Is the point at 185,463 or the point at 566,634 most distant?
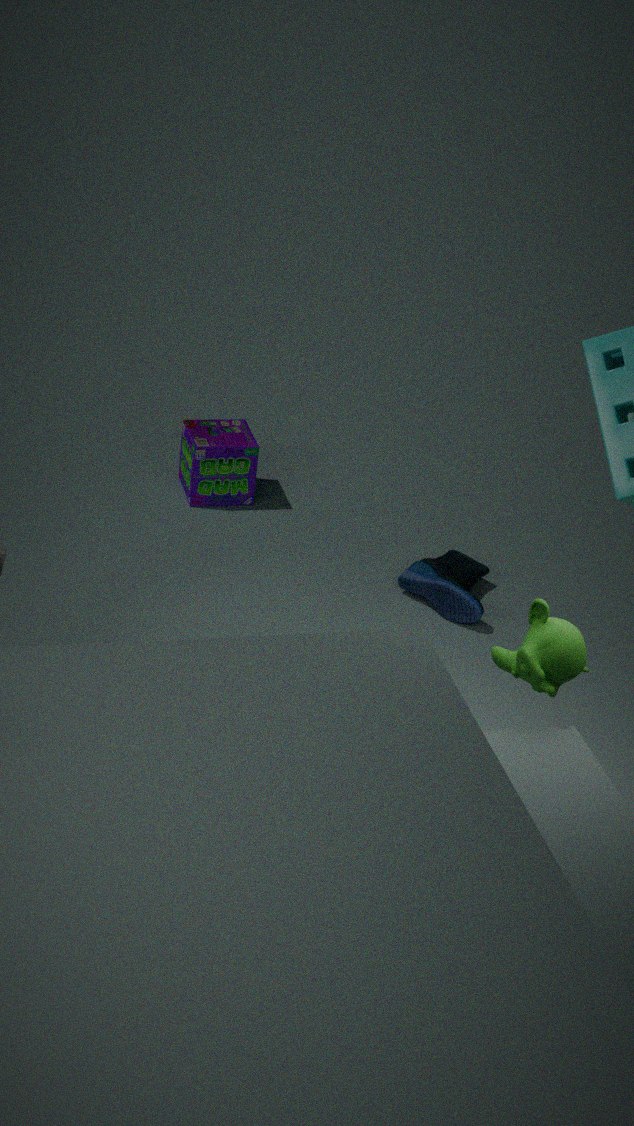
the point at 185,463
